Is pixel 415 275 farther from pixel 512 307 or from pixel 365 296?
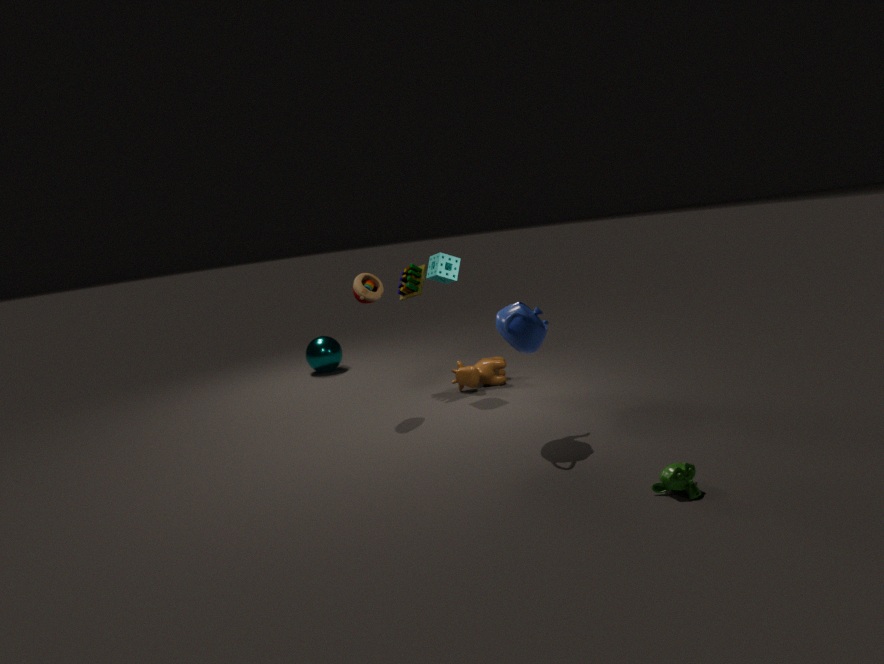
A: pixel 512 307
